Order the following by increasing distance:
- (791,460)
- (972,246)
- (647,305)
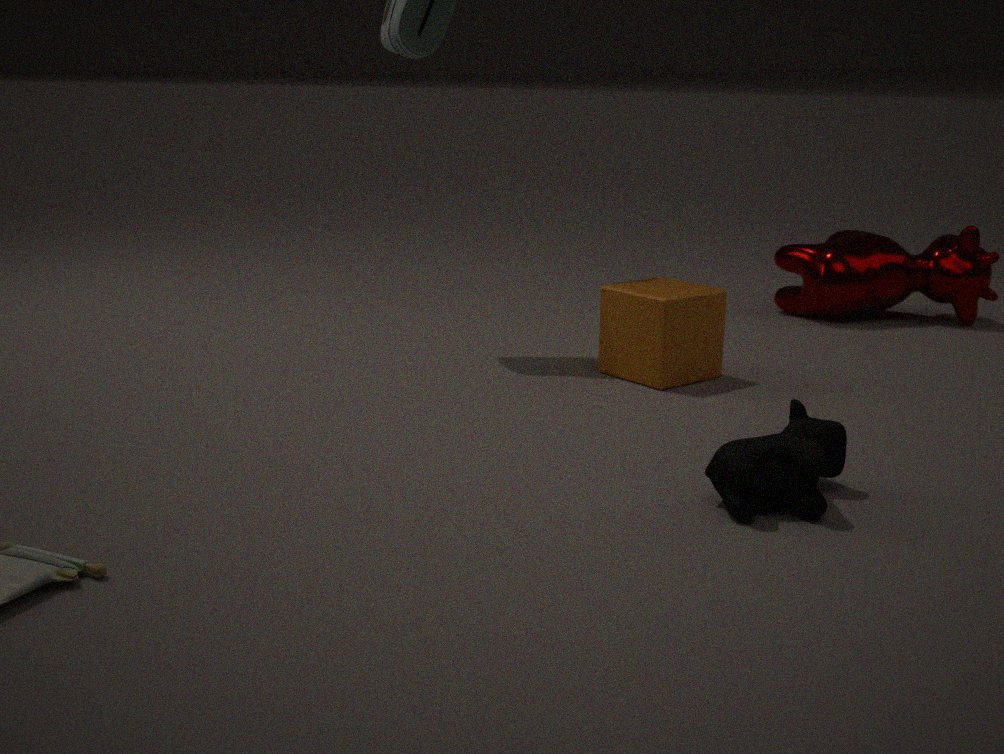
(791,460), (647,305), (972,246)
